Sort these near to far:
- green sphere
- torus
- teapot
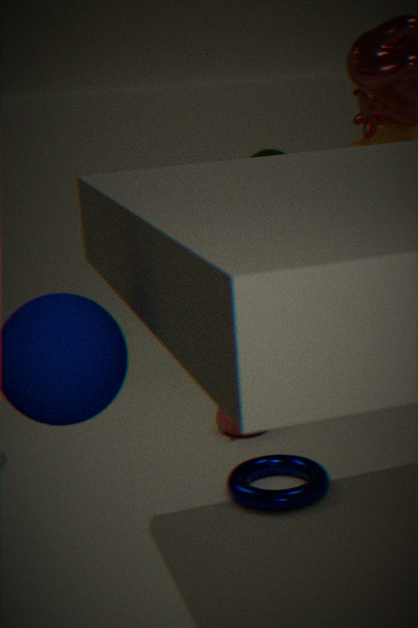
1. torus
2. teapot
3. green sphere
